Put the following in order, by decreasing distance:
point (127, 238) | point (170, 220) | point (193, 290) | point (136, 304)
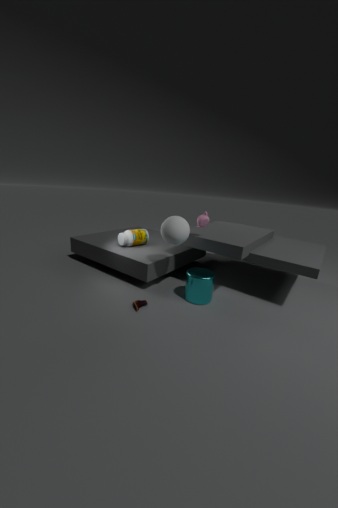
point (127, 238) → point (193, 290) → point (170, 220) → point (136, 304)
